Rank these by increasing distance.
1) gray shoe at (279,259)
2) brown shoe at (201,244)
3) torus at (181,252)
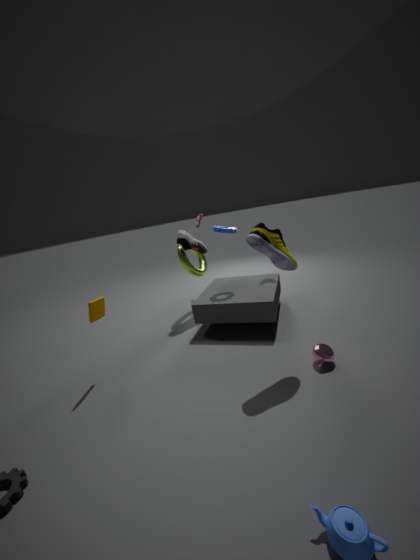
1. gray shoe at (279,259)
2. brown shoe at (201,244)
3. torus at (181,252)
